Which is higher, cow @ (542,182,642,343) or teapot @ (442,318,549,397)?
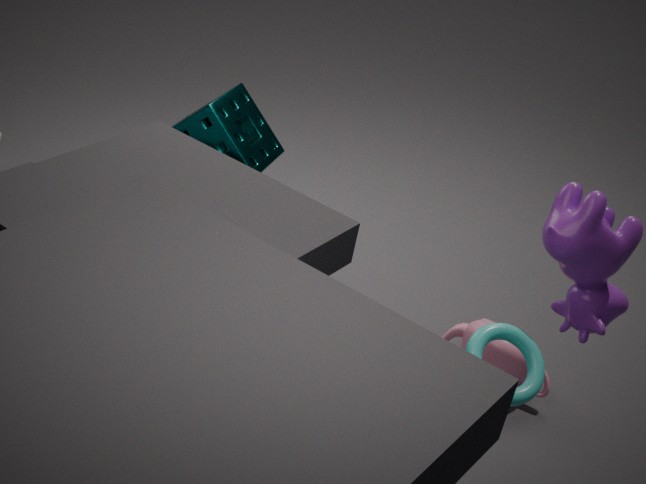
cow @ (542,182,642,343)
